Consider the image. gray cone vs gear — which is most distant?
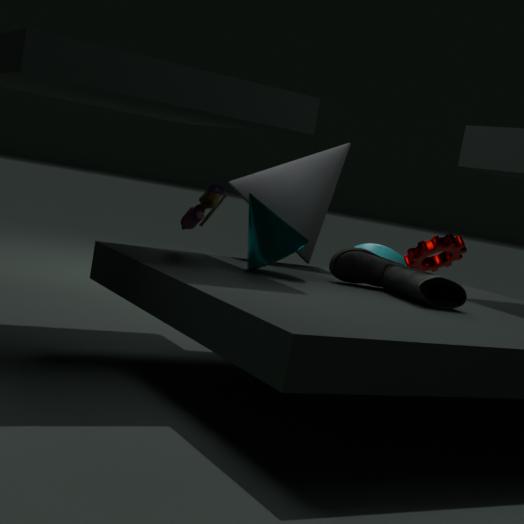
gear
